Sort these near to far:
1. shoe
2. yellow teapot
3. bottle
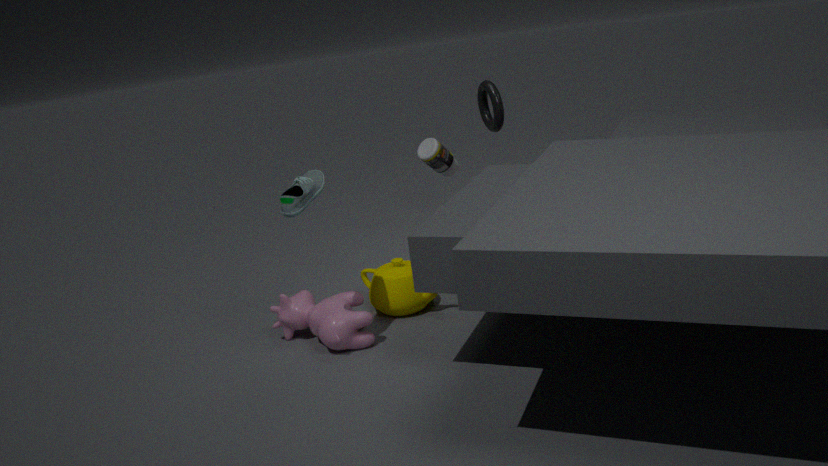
shoe → yellow teapot → bottle
